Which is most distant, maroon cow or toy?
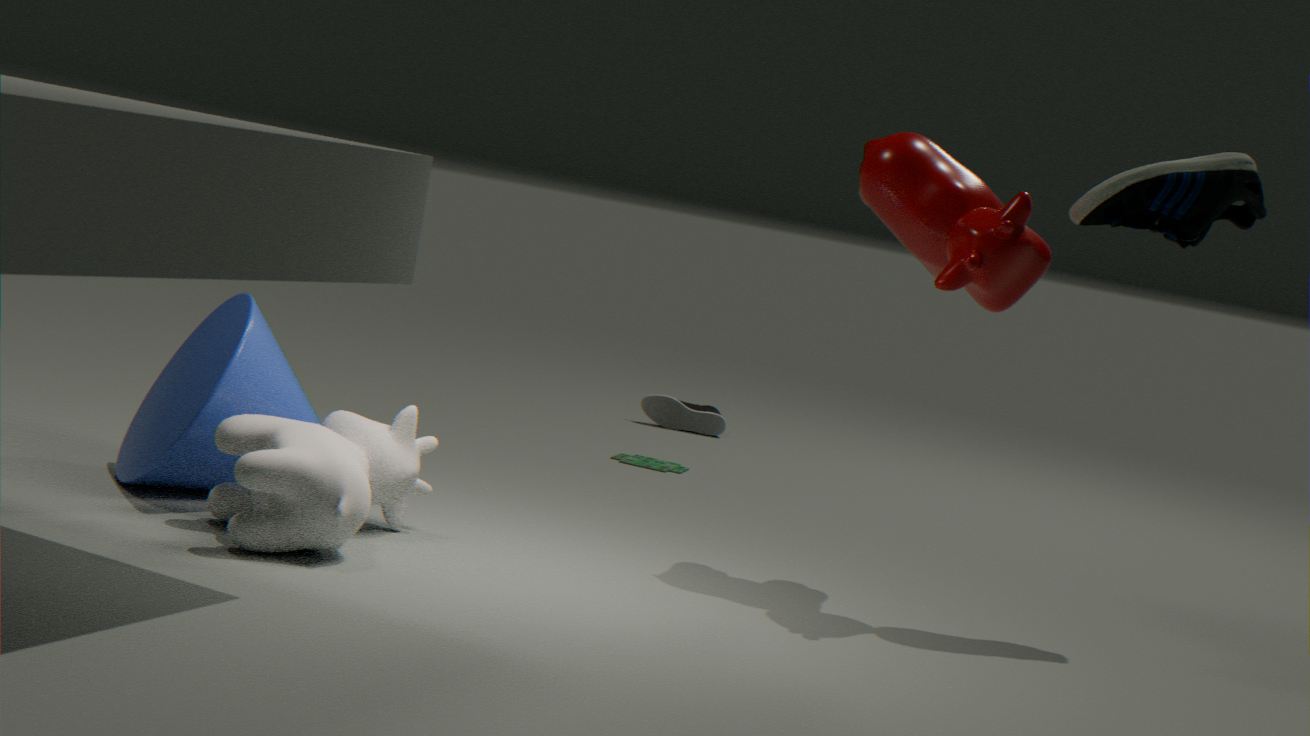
toy
